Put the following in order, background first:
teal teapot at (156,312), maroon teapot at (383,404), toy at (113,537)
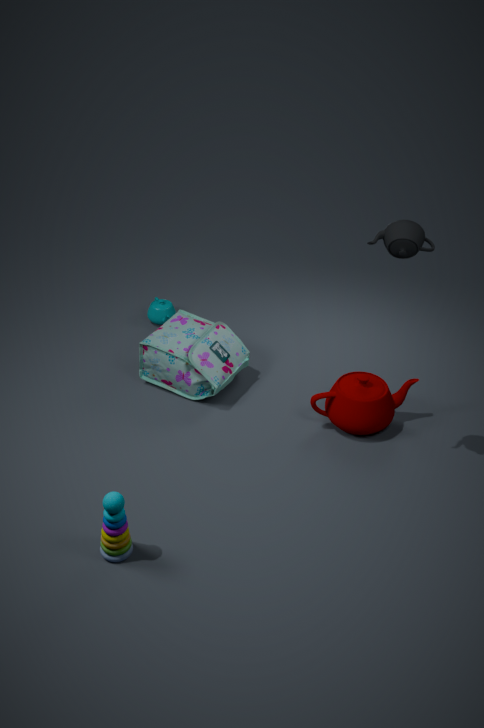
teal teapot at (156,312) → maroon teapot at (383,404) → toy at (113,537)
